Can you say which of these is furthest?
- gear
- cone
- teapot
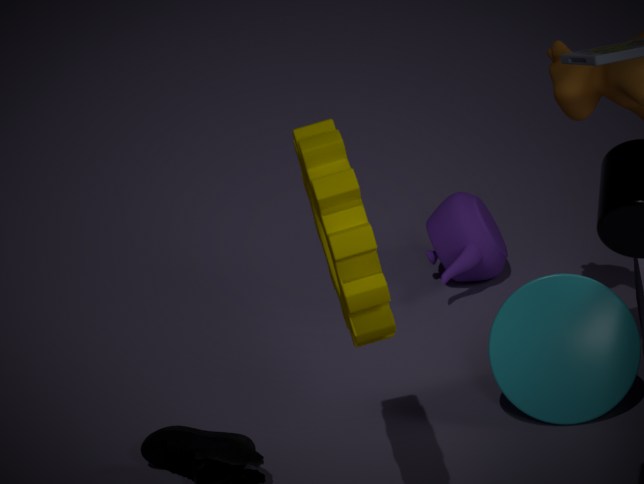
teapot
